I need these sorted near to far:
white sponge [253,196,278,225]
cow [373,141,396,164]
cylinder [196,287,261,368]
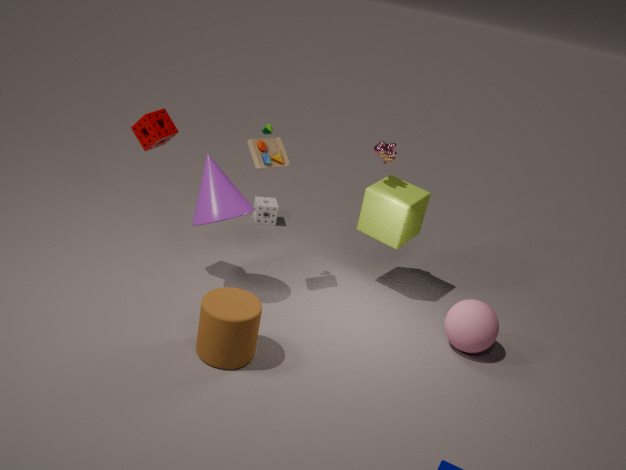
cylinder [196,287,261,368]
cow [373,141,396,164]
white sponge [253,196,278,225]
